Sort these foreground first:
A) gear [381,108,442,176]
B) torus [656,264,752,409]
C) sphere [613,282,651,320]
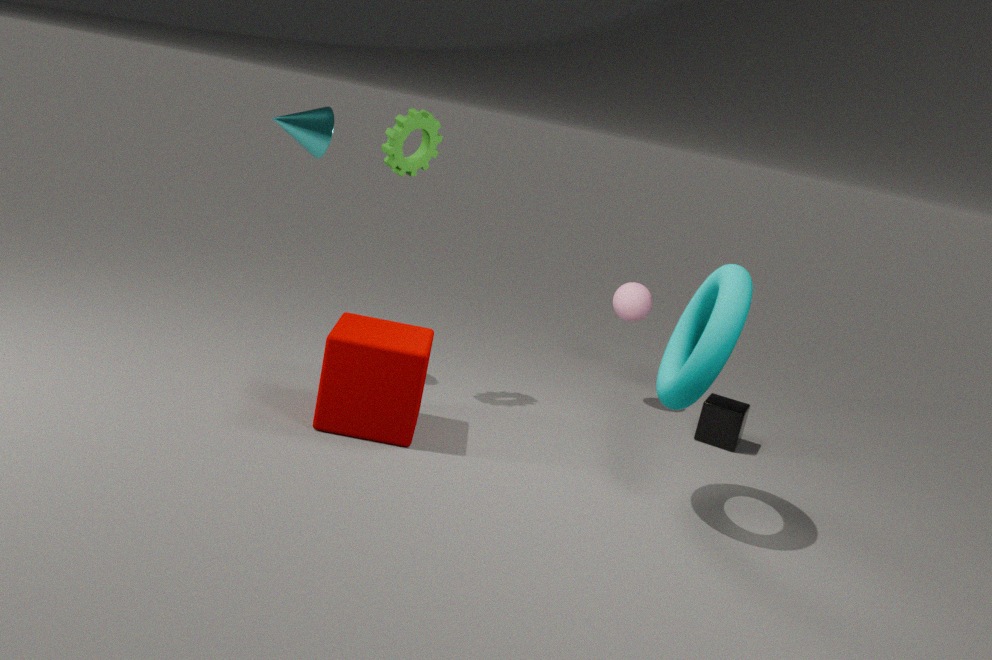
B. torus [656,264,752,409]
A. gear [381,108,442,176]
C. sphere [613,282,651,320]
